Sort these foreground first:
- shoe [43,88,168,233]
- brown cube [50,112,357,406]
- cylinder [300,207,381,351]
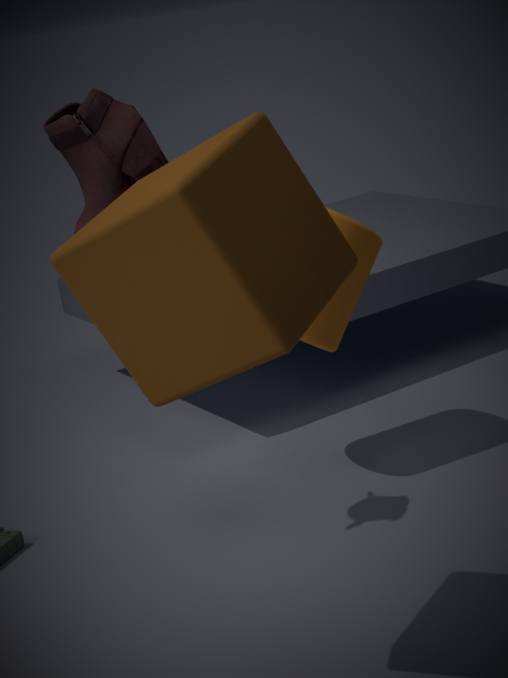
1. brown cube [50,112,357,406]
2. cylinder [300,207,381,351]
3. shoe [43,88,168,233]
